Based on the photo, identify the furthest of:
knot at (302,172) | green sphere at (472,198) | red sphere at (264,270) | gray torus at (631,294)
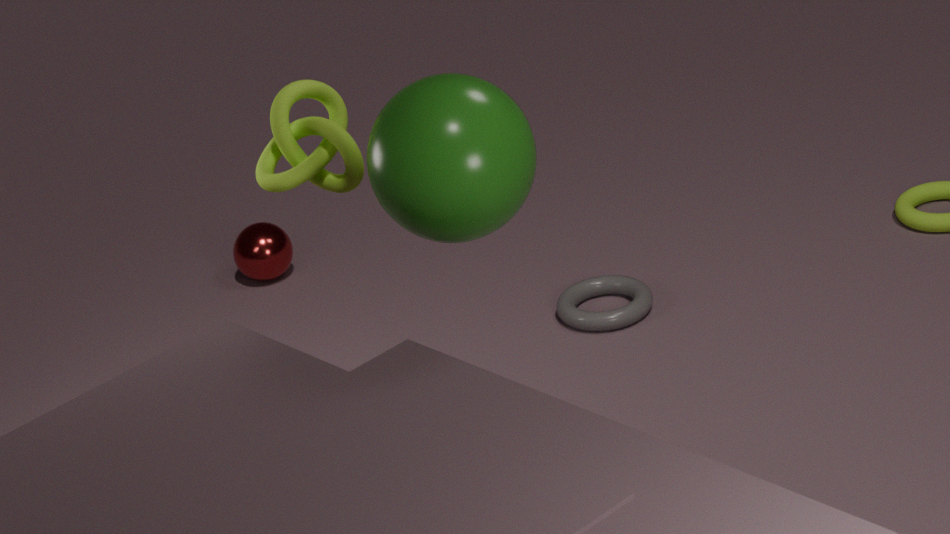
red sphere at (264,270)
